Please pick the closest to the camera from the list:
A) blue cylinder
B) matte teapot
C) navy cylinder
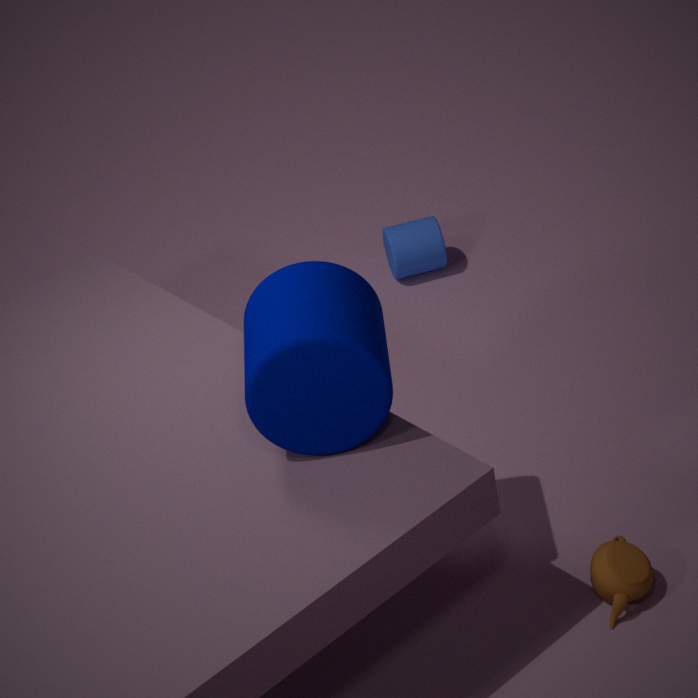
navy cylinder
